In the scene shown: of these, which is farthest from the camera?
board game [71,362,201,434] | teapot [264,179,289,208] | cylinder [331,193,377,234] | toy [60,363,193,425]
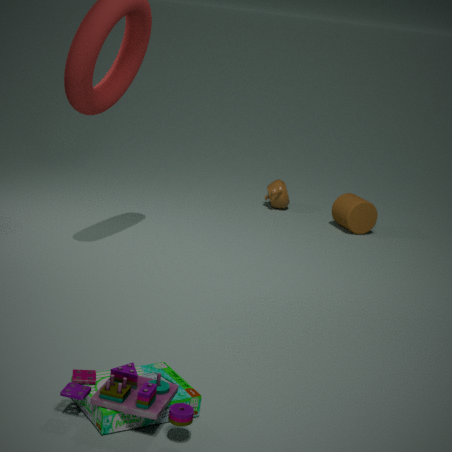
teapot [264,179,289,208]
